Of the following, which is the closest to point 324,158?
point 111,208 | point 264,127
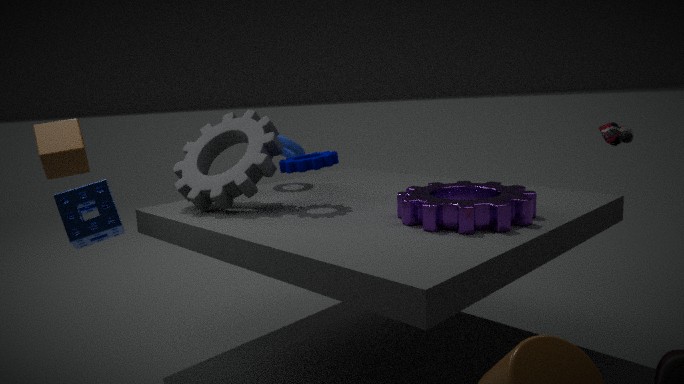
point 264,127
